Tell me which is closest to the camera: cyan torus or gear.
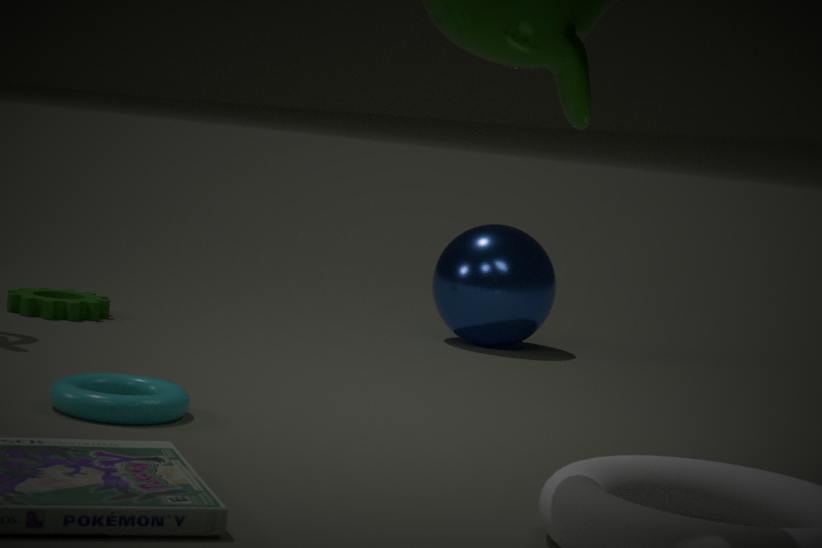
cyan torus
